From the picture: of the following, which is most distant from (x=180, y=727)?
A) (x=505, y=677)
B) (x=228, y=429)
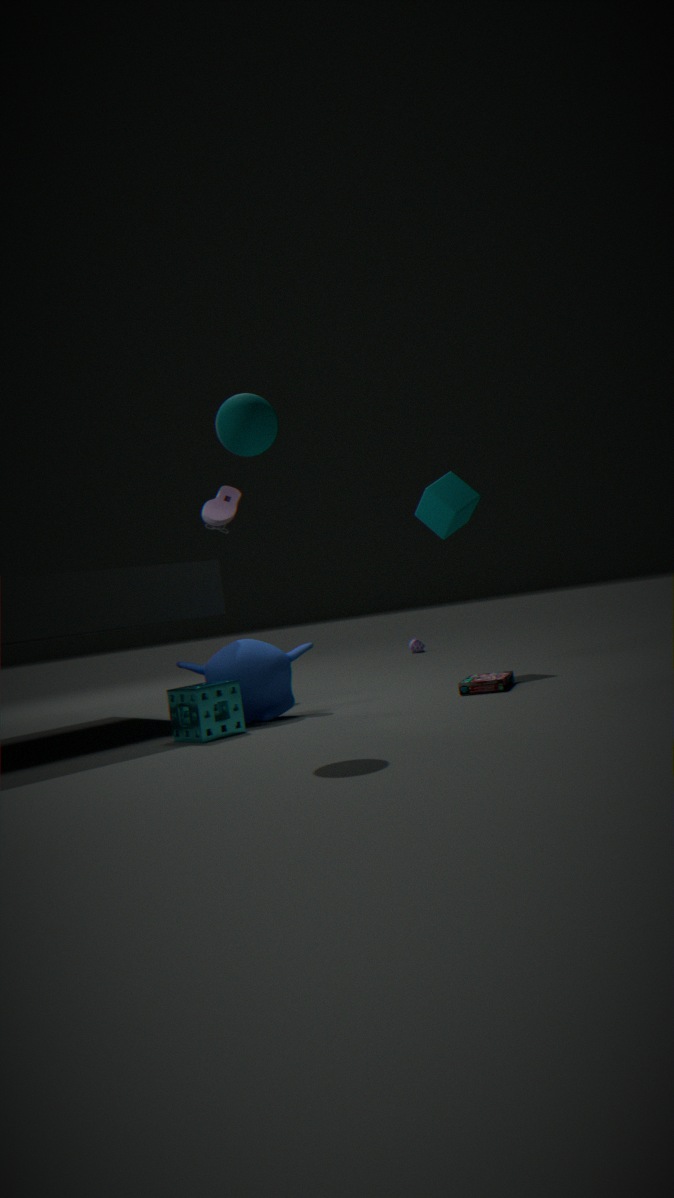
(x=505, y=677)
